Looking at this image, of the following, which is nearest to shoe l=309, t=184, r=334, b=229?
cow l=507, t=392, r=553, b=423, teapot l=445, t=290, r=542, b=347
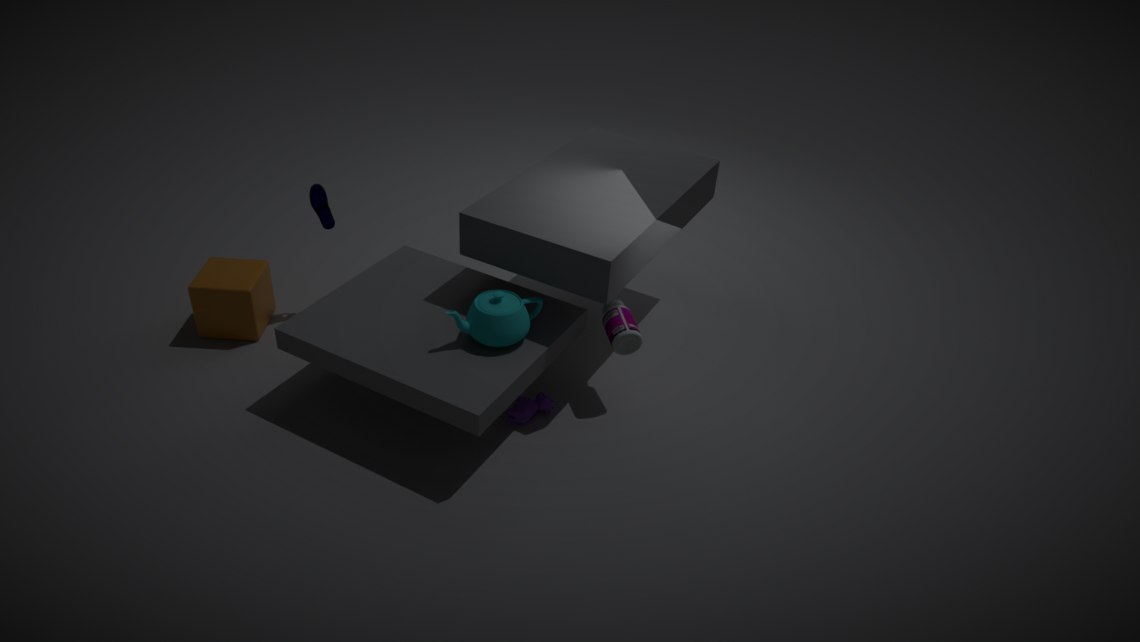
teapot l=445, t=290, r=542, b=347
